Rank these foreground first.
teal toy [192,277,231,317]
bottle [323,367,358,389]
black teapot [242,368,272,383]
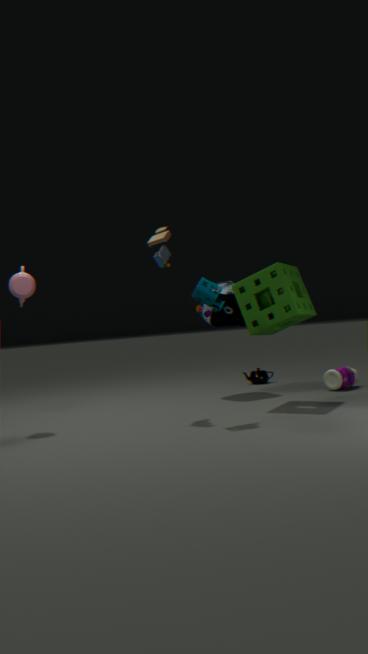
teal toy [192,277,231,317], bottle [323,367,358,389], black teapot [242,368,272,383]
